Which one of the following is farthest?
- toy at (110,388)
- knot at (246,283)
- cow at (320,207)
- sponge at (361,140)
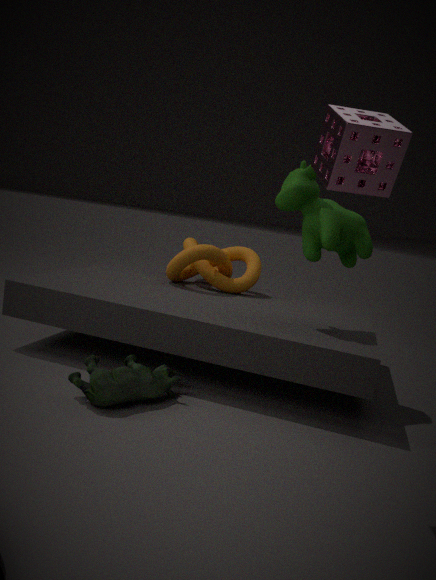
knot at (246,283)
